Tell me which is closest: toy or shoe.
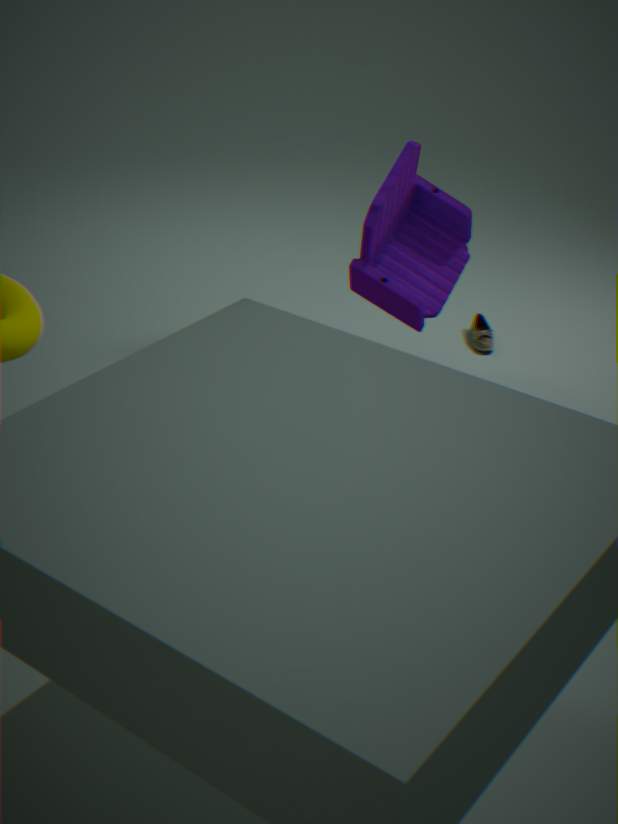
toy
